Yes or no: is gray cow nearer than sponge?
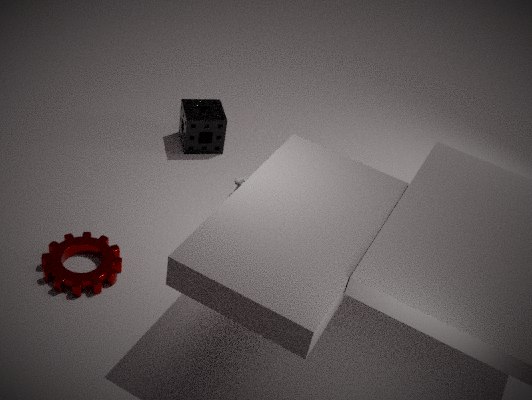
Yes
